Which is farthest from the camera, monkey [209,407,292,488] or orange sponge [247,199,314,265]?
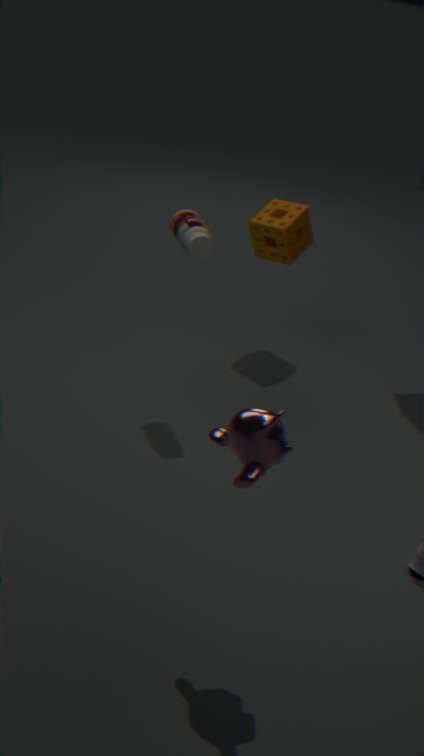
orange sponge [247,199,314,265]
